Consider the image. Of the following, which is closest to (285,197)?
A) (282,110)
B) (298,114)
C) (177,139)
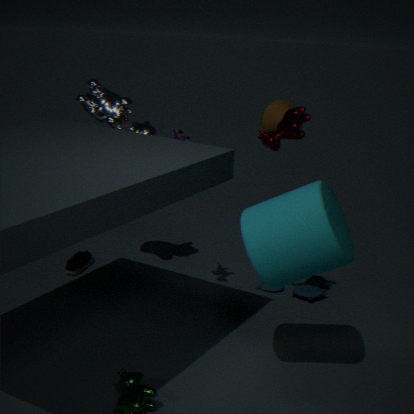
(298,114)
